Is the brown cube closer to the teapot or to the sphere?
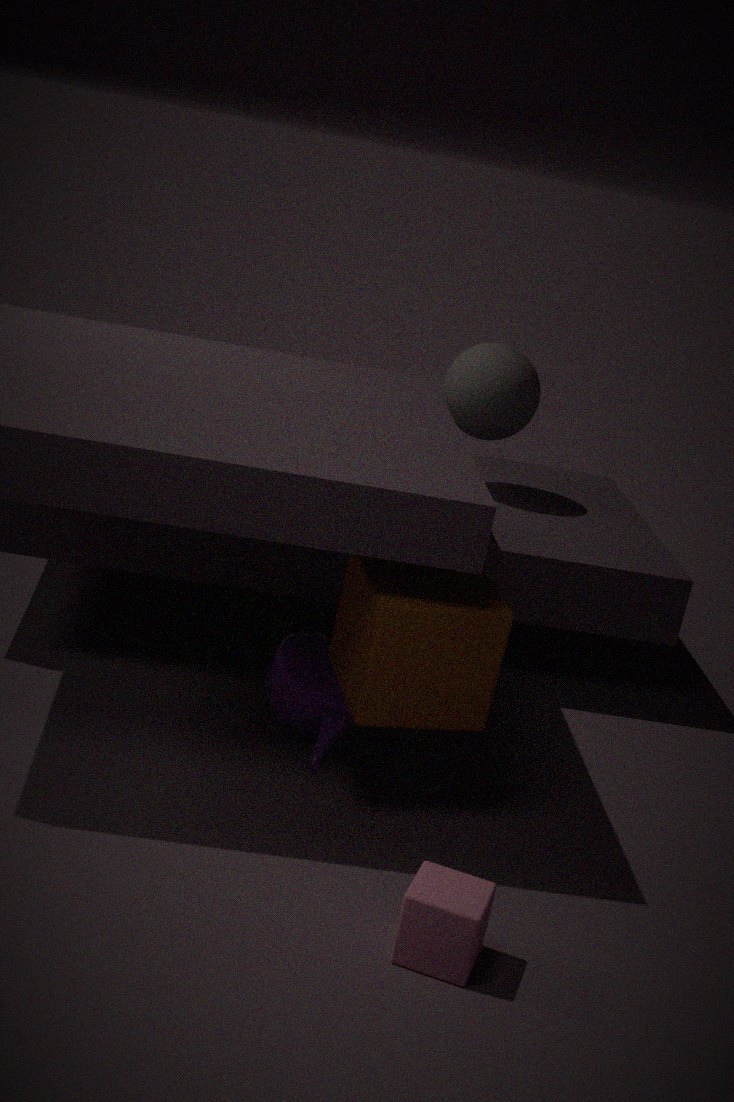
the teapot
